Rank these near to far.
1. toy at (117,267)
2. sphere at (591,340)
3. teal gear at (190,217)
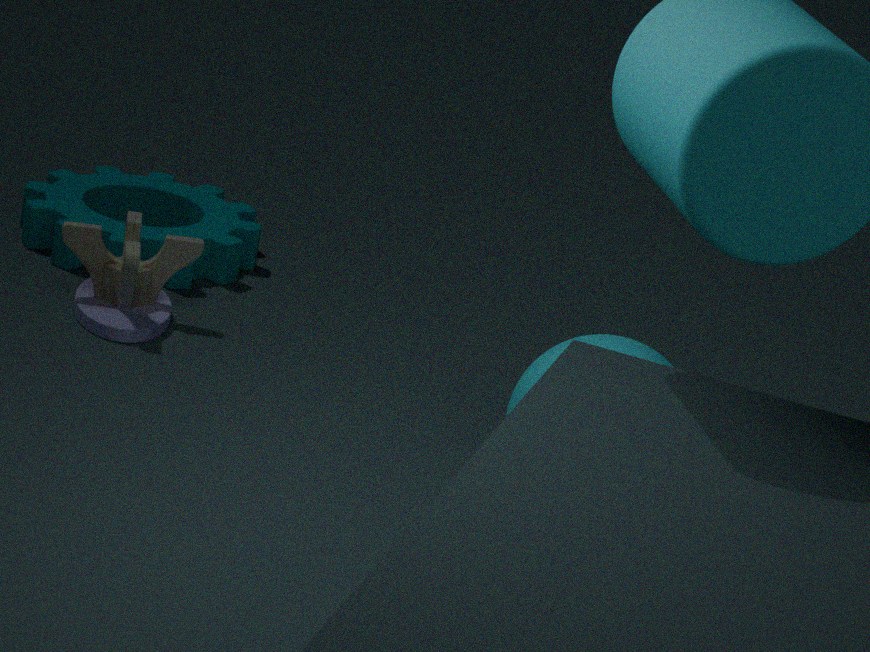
sphere at (591,340), toy at (117,267), teal gear at (190,217)
